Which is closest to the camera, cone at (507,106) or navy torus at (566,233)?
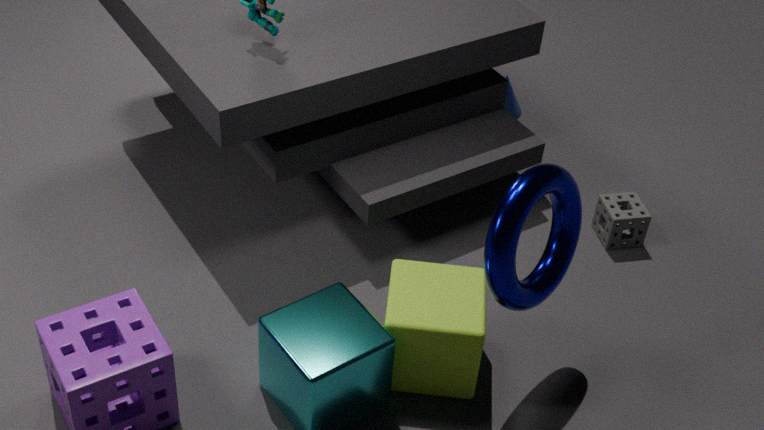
navy torus at (566,233)
